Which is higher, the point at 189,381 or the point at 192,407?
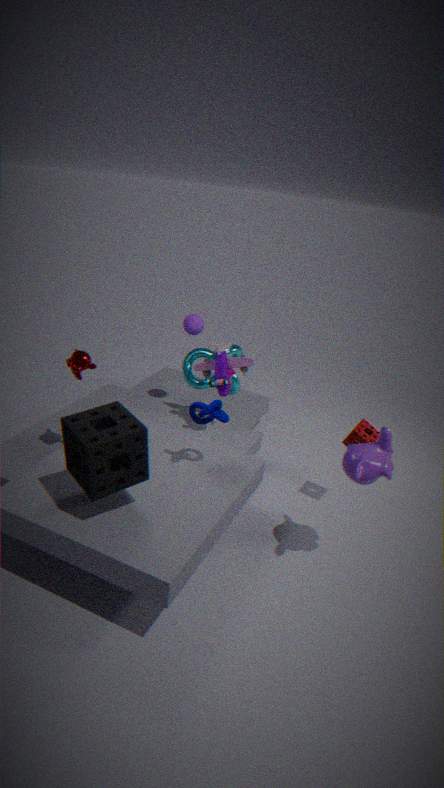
the point at 192,407
